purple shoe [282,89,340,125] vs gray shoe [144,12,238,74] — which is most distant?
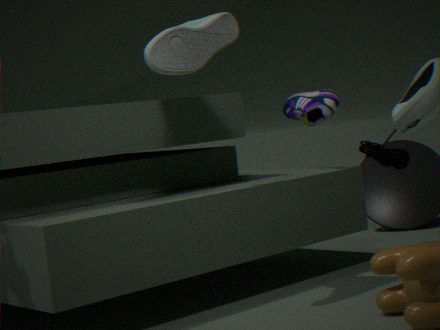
purple shoe [282,89,340,125]
